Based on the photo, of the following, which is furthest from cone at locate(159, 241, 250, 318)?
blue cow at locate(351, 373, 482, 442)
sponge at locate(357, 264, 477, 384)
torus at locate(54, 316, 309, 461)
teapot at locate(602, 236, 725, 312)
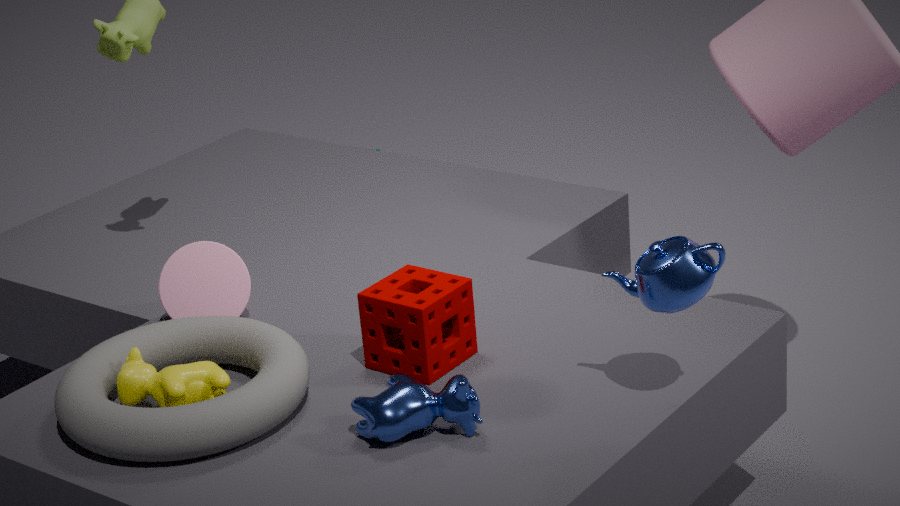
teapot at locate(602, 236, 725, 312)
